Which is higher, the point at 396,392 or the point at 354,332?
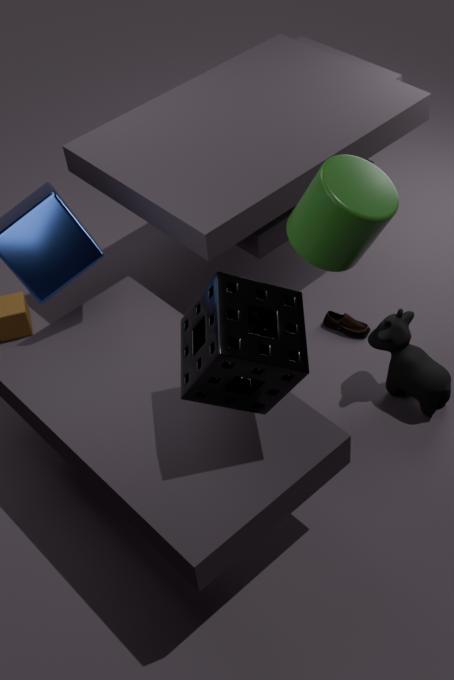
the point at 396,392
